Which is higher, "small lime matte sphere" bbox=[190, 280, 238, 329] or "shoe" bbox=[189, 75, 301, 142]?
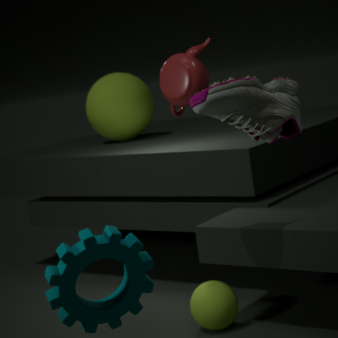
"shoe" bbox=[189, 75, 301, 142]
